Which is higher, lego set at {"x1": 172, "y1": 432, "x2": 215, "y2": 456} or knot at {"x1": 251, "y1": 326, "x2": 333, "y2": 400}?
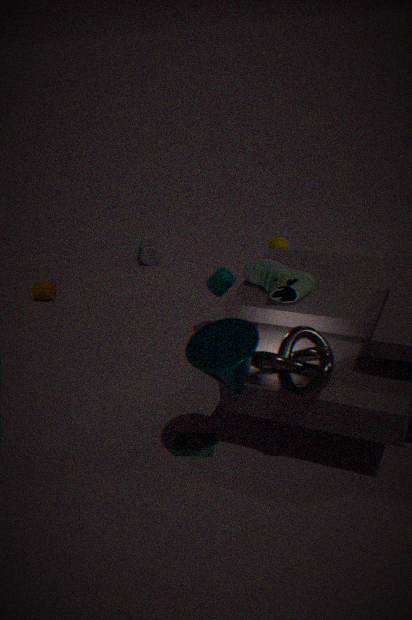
knot at {"x1": 251, "y1": 326, "x2": 333, "y2": 400}
